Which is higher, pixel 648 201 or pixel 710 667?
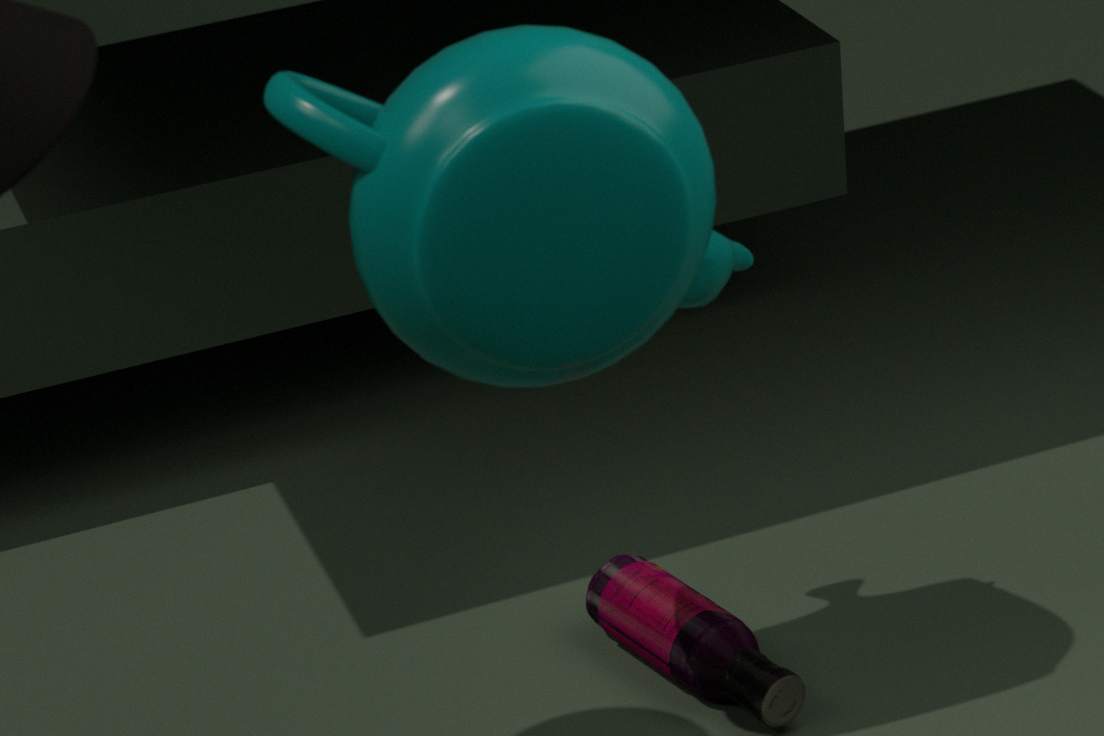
pixel 648 201
